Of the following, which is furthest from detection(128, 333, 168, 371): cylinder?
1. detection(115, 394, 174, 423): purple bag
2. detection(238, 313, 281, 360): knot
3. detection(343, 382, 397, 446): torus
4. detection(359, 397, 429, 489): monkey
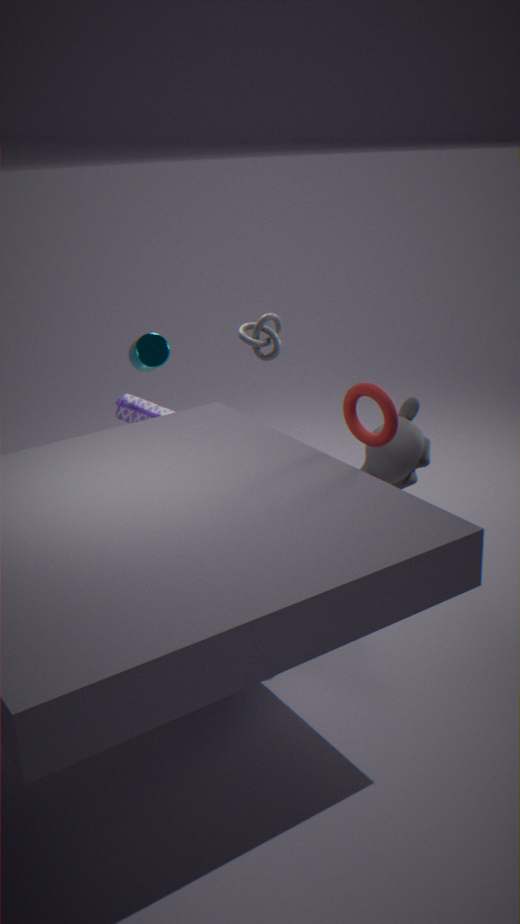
detection(343, 382, 397, 446): torus
